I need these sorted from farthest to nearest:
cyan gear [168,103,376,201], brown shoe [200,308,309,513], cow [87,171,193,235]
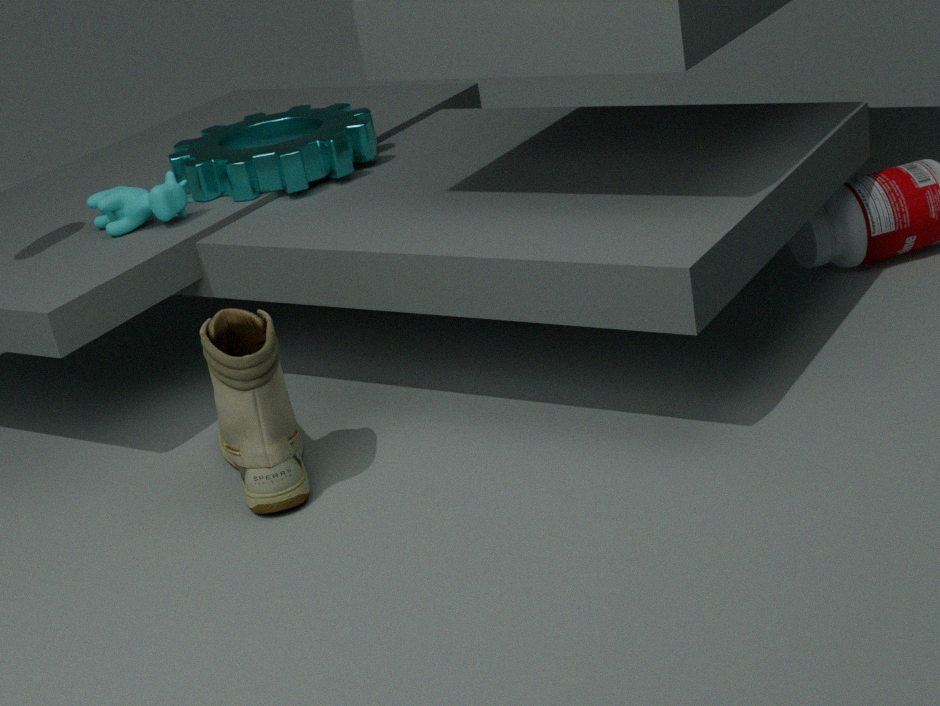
cyan gear [168,103,376,201], cow [87,171,193,235], brown shoe [200,308,309,513]
